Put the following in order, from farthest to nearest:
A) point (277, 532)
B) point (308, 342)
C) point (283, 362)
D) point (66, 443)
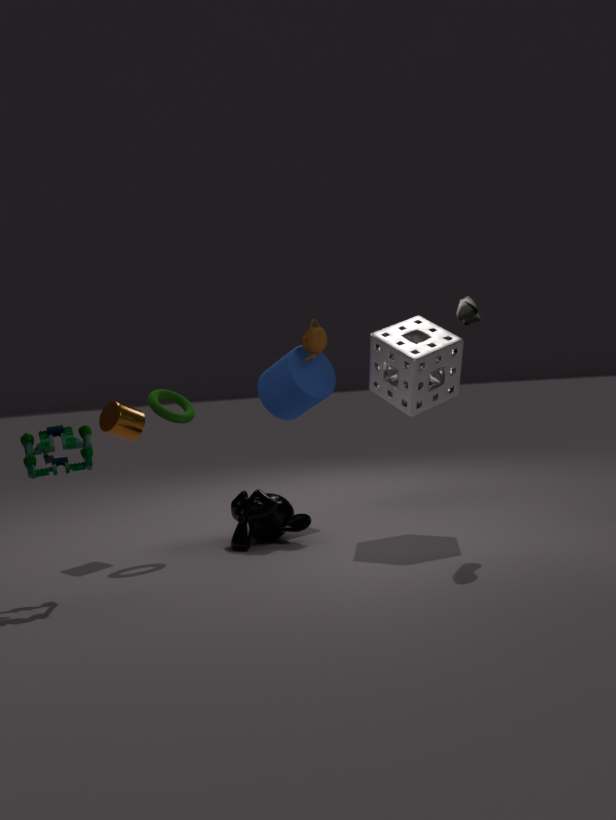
1. point (283, 362)
2. point (308, 342)
3. point (277, 532)
4. point (66, 443)
